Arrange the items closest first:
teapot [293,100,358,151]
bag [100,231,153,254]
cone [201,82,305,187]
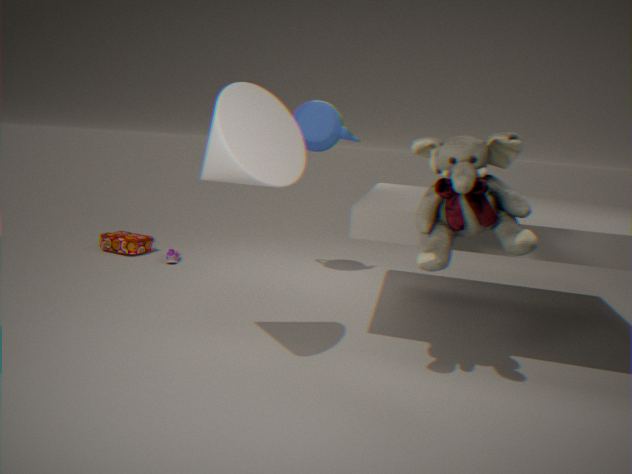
1. cone [201,82,305,187]
2. teapot [293,100,358,151]
3. bag [100,231,153,254]
